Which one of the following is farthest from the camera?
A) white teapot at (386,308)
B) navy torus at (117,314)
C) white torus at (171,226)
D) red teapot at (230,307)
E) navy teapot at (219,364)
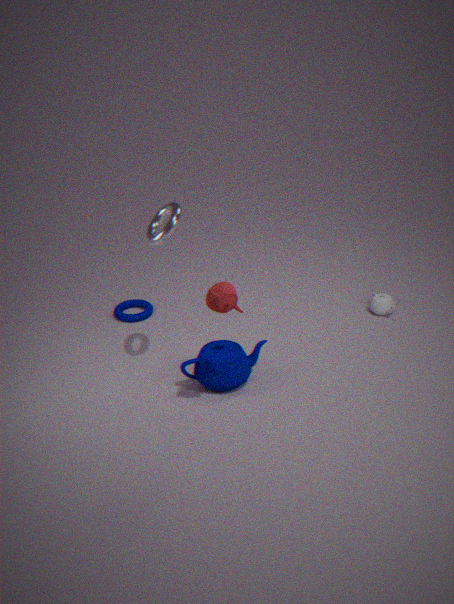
B. navy torus at (117,314)
